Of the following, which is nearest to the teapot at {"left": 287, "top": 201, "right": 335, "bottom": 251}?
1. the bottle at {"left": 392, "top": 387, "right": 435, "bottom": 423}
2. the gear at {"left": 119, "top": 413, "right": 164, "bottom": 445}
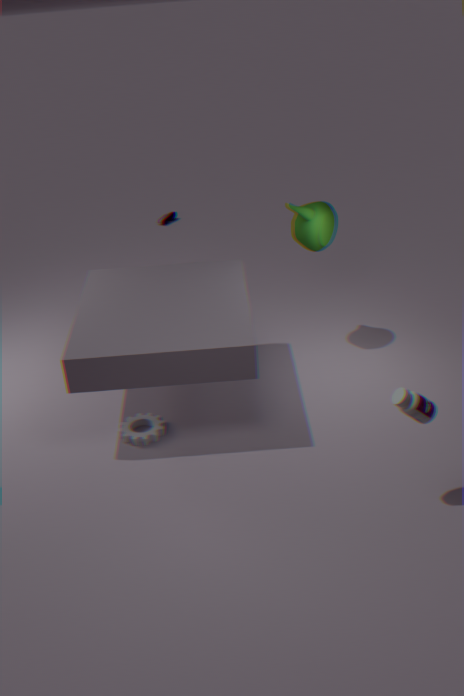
the gear at {"left": 119, "top": 413, "right": 164, "bottom": 445}
